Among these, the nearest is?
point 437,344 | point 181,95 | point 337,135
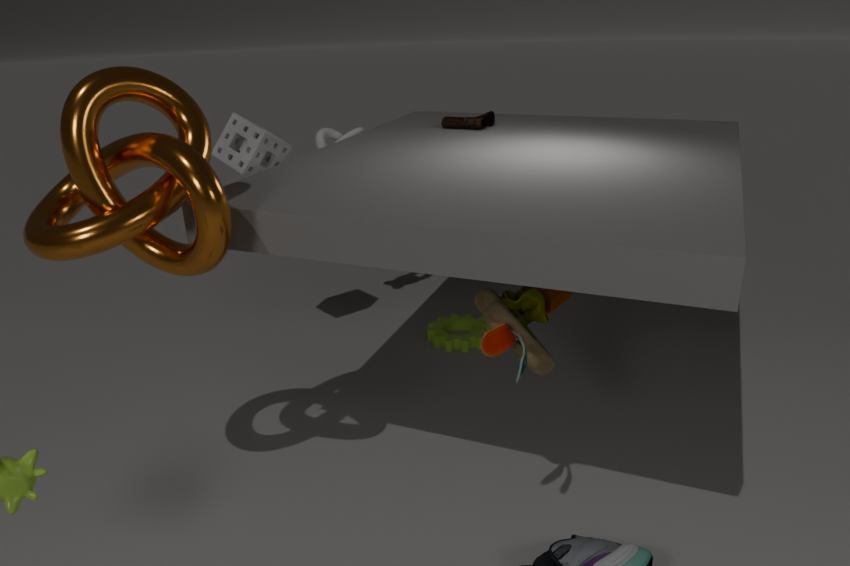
point 181,95
